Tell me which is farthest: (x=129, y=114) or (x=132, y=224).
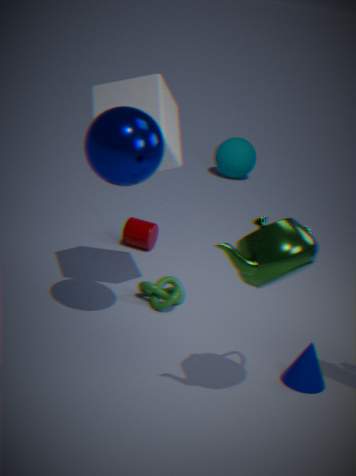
(x=132, y=224)
